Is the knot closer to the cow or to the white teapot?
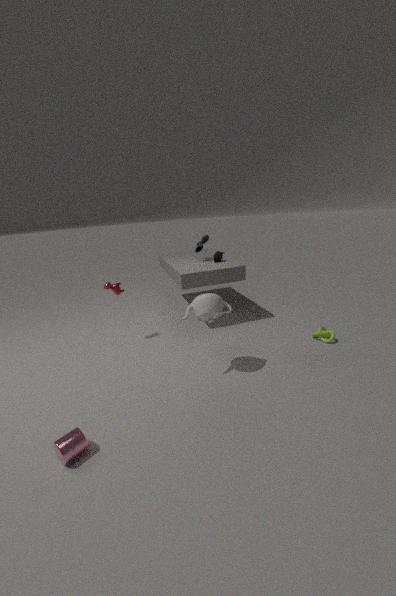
the white teapot
